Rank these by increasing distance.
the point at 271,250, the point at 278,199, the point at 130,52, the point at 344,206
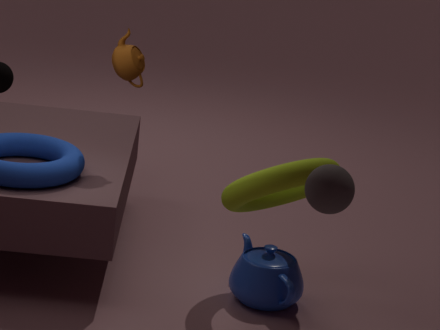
the point at 344,206, the point at 271,250, the point at 130,52, the point at 278,199
